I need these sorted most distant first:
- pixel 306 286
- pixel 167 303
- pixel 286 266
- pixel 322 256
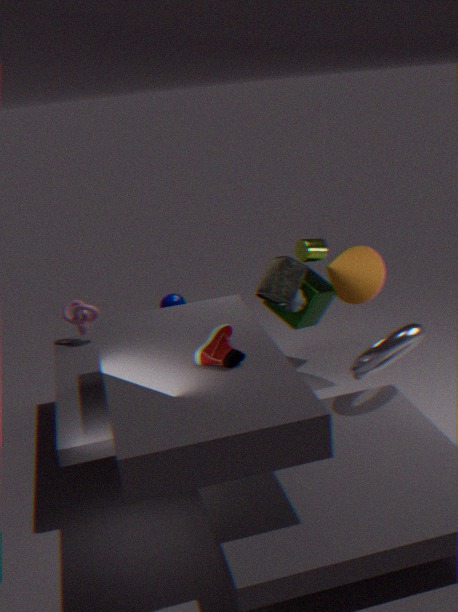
pixel 322 256, pixel 306 286, pixel 167 303, pixel 286 266
